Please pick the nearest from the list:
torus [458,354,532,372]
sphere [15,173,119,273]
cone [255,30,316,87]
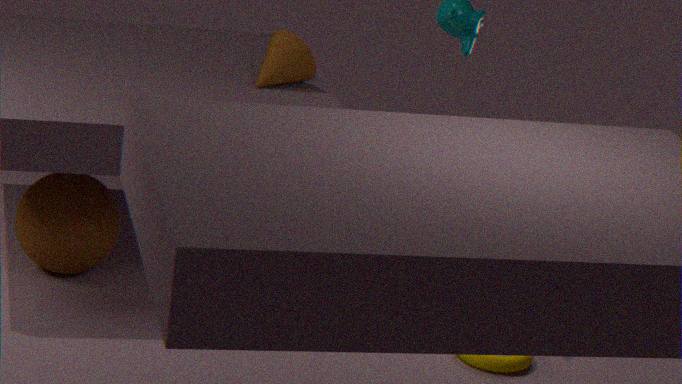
torus [458,354,532,372]
